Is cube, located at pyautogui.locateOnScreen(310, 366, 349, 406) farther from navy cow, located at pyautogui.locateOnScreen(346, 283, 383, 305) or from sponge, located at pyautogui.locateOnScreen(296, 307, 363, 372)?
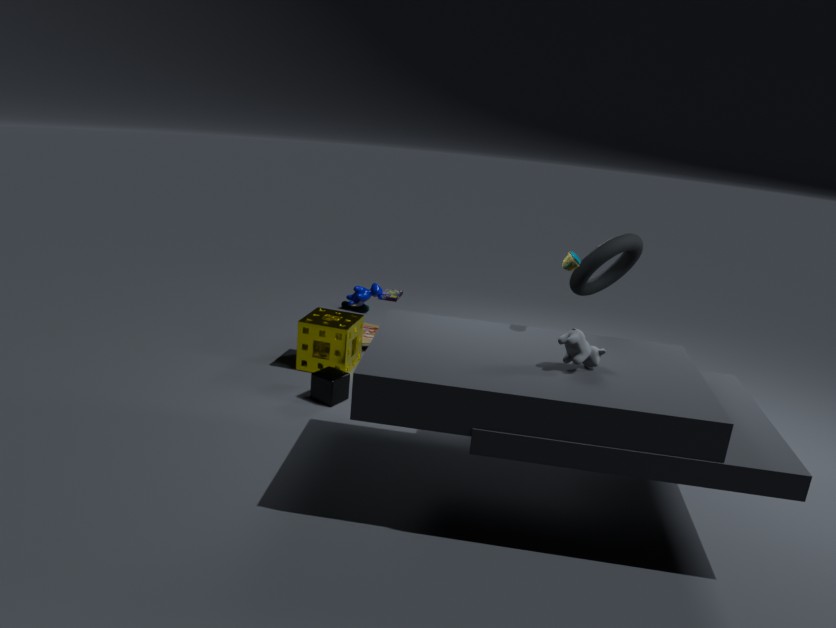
navy cow, located at pyautogui.locateOnScreen(346, 283, 383, 305)
